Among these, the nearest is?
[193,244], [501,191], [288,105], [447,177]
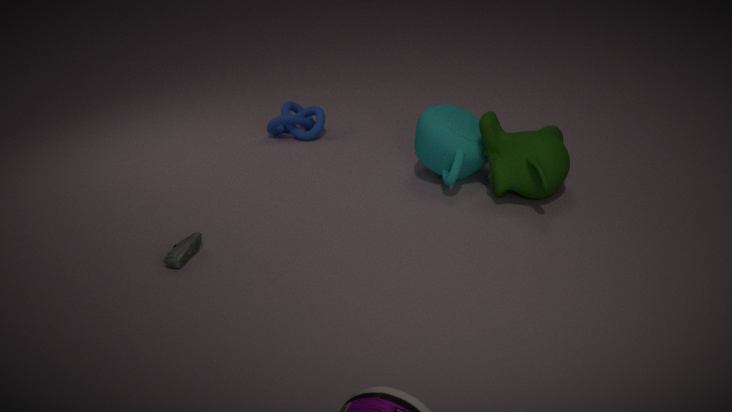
[193,244]
